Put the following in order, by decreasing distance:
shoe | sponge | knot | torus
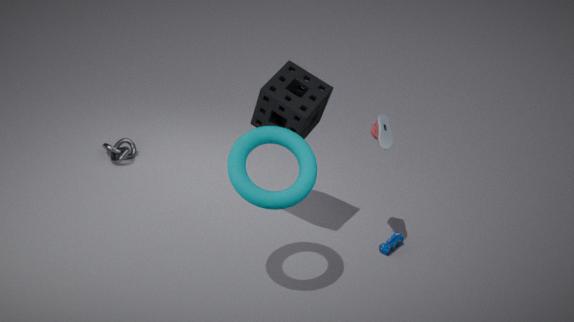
knot → shoe → sponge → torus
